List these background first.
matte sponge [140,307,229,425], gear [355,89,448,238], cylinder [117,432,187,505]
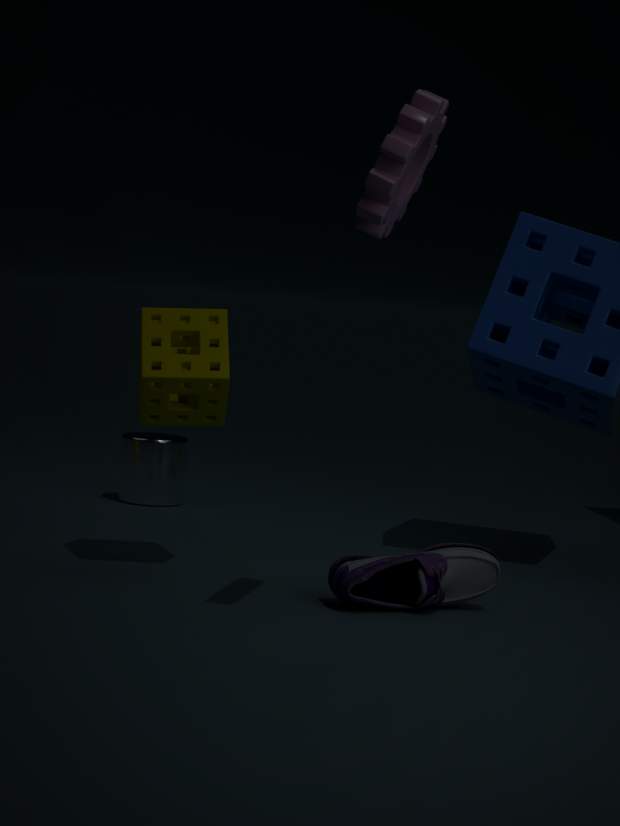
cylinder [117,432,187,505], matte sponge [140,307,229,425], gear [355,89,448,238]
